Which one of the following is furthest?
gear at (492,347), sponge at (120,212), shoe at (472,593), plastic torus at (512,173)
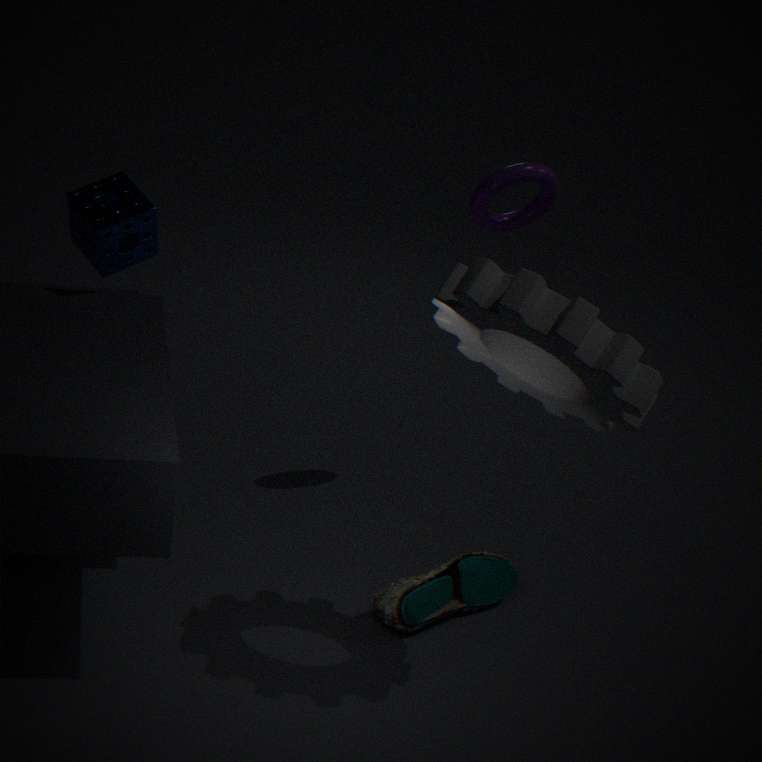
plastic torus at (512,173)
